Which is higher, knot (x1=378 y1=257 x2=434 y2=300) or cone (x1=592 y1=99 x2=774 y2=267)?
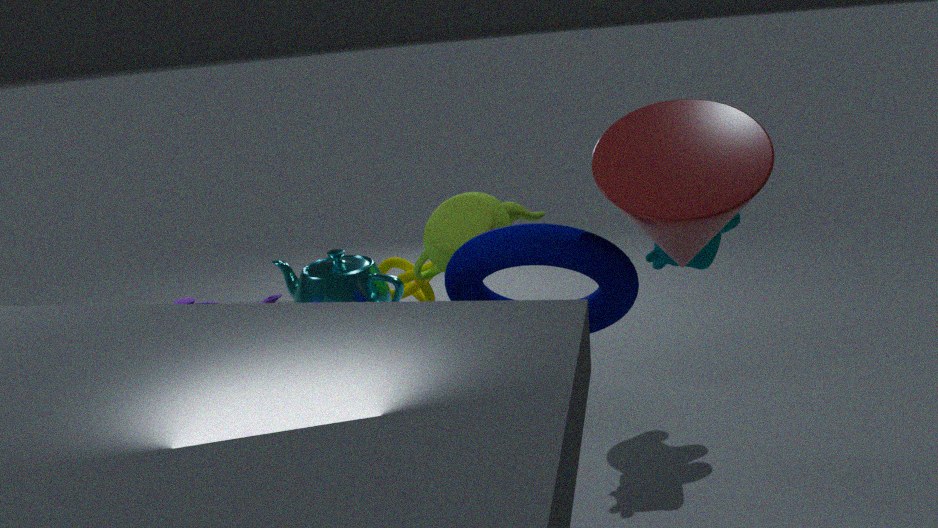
cone (x1=592 y1=99 x2=774 y2=267)
